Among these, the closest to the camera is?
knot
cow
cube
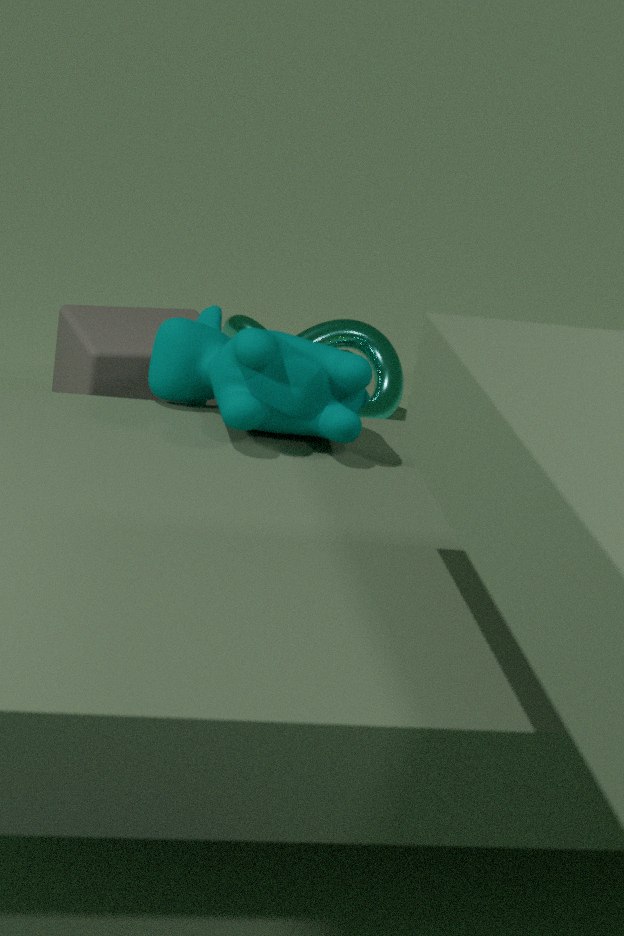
cow
